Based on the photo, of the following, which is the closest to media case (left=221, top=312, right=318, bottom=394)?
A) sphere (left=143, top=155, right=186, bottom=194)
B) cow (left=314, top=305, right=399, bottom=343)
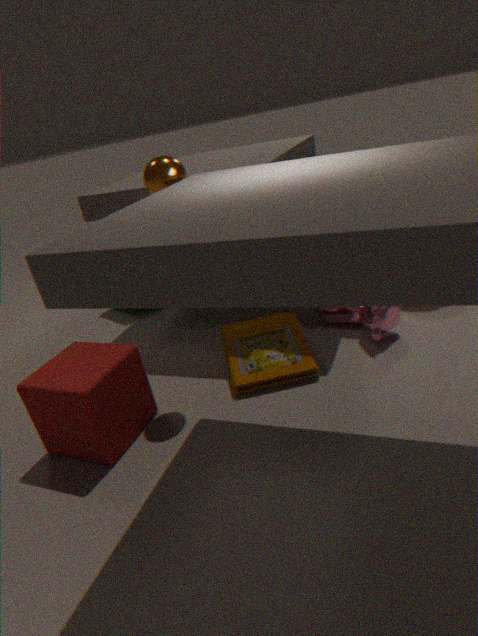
cow (left=314, top=305, right=399, bottom=343)
